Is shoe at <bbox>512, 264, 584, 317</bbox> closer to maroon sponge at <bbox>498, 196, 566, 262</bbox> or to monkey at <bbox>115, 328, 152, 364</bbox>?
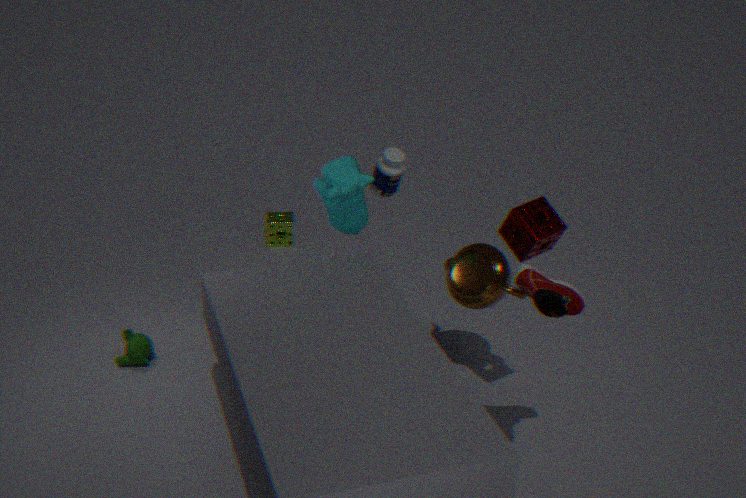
maroon sponge at <bbox>498, 196, 566, 262</bbox>
